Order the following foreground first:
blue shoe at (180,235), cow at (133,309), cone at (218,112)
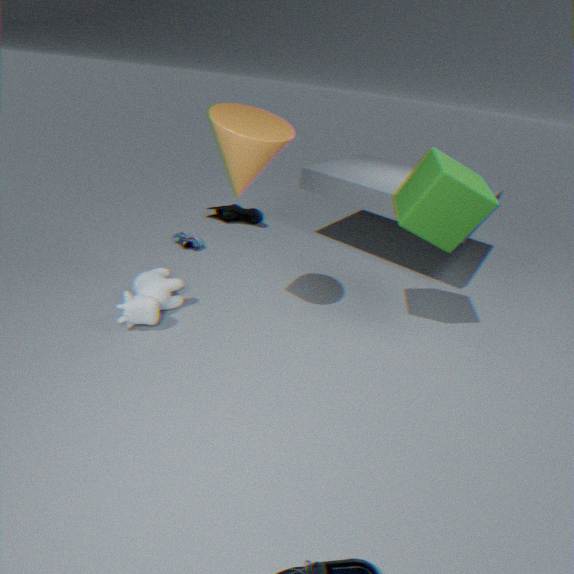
cone at (218,112) < cow at (133,309) < blue shoe at (180,235)
